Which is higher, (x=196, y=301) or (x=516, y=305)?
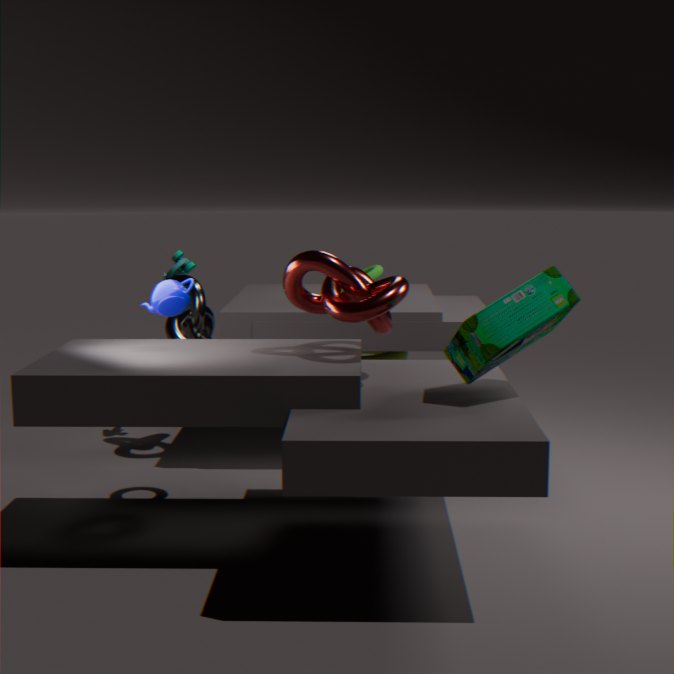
(x=516, y=305)
